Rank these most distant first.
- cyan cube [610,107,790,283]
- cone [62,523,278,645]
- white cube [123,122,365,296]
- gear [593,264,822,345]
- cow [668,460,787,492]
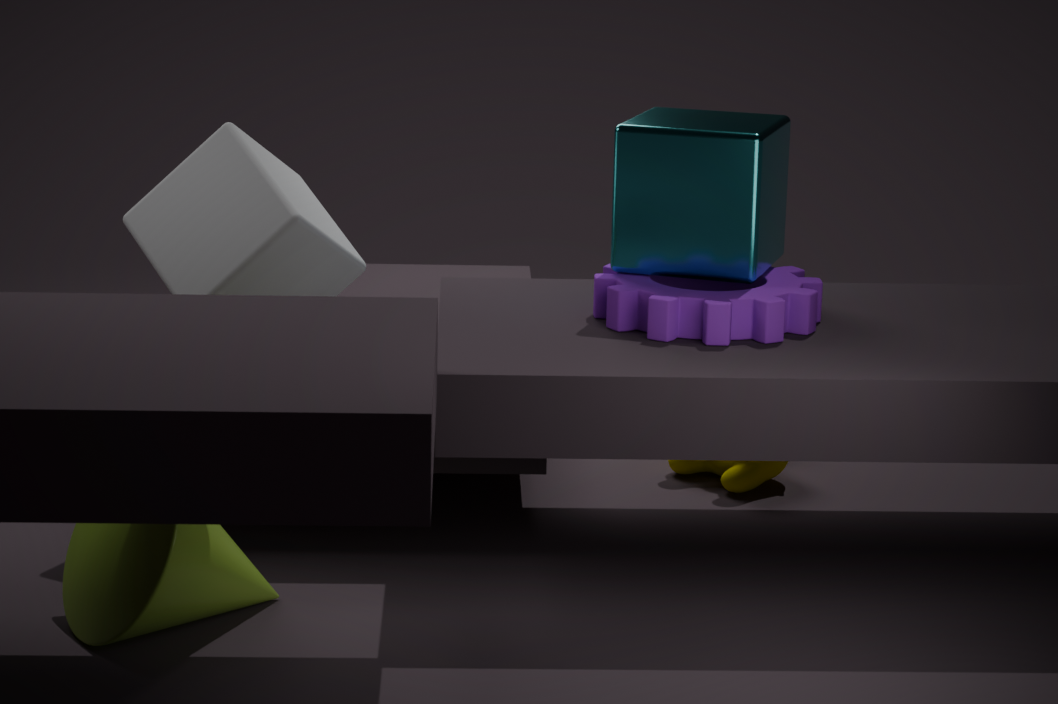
cow [668,460,787,492] → cyan cube [610,107,790,283] → white cube [123,122,365,296] → gear [593,264,822,345] → cone [62,523,278,645]
